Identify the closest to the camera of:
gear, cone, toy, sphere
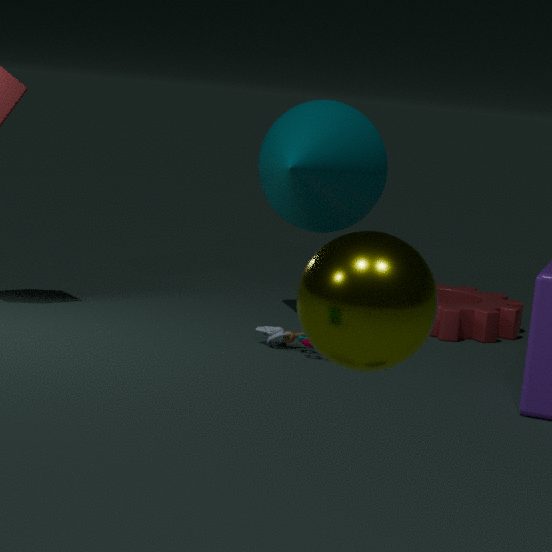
sphere
